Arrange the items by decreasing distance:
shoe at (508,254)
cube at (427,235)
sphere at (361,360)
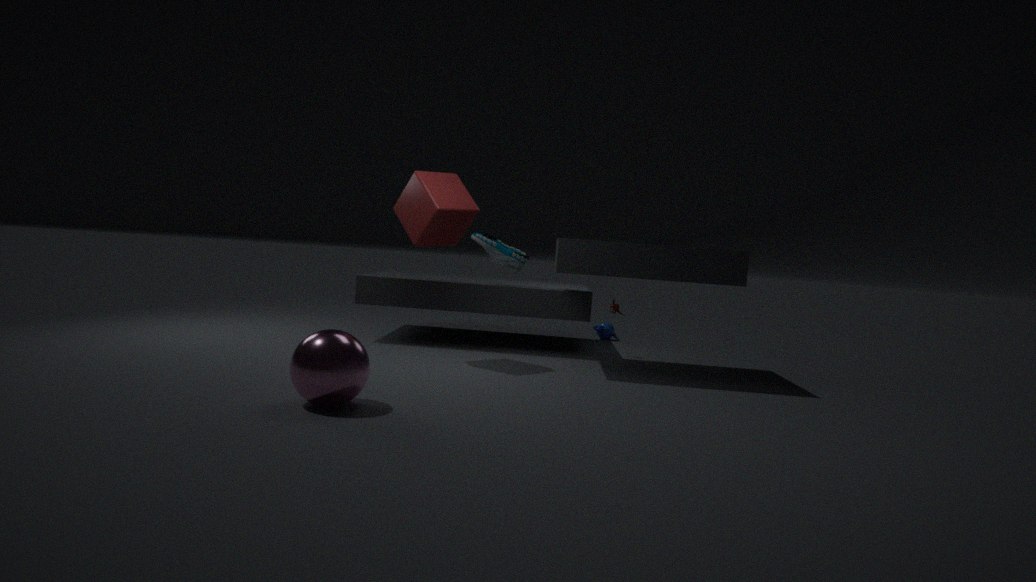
shoe at (508,254)
cube at (427,235)
sphere at (361,360)
